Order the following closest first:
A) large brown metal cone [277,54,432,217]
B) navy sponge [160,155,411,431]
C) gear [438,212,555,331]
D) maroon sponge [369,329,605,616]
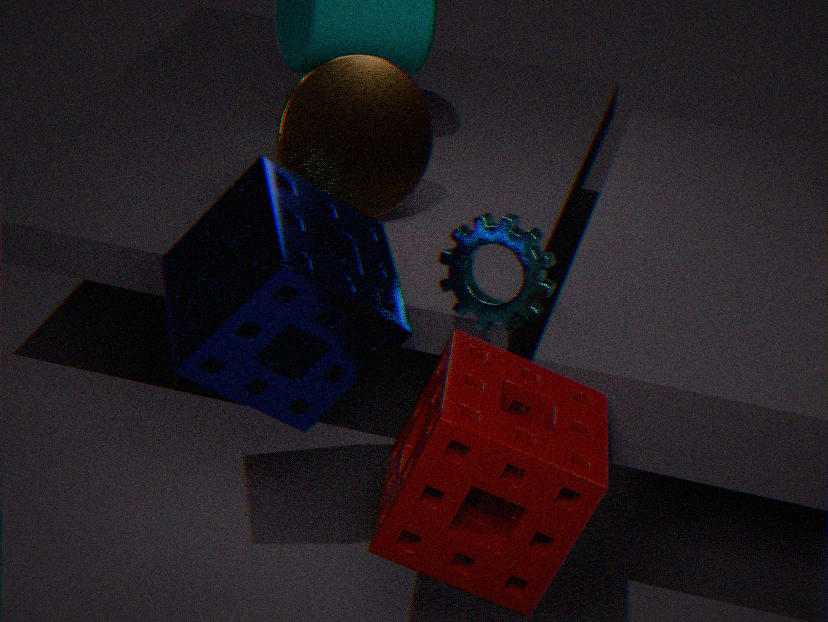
1. maroon sponge [369,329,605,616]
2. navy sponge [160,155,411,431]
3. gear [438,212,555,331]
4. large brown metal cone [277,54,432,217]
